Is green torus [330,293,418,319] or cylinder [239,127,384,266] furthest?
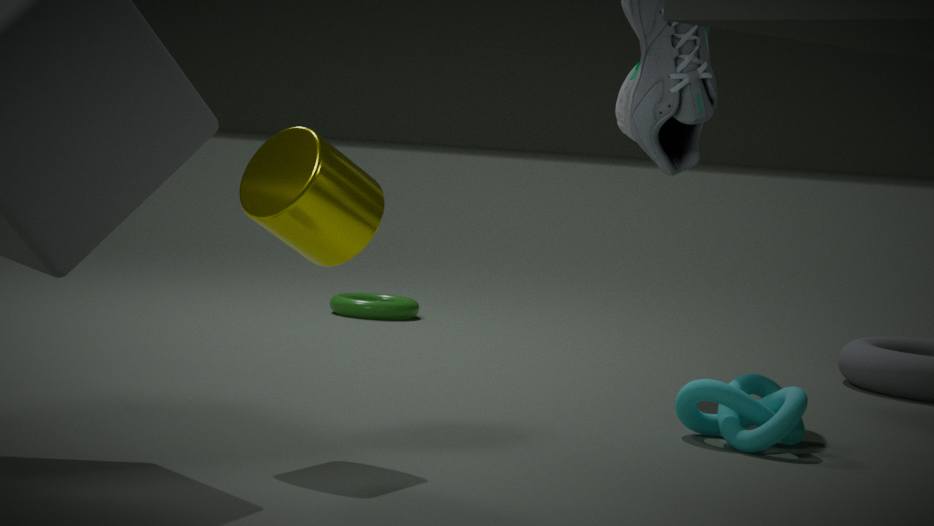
green torus [330,293,418,319]
